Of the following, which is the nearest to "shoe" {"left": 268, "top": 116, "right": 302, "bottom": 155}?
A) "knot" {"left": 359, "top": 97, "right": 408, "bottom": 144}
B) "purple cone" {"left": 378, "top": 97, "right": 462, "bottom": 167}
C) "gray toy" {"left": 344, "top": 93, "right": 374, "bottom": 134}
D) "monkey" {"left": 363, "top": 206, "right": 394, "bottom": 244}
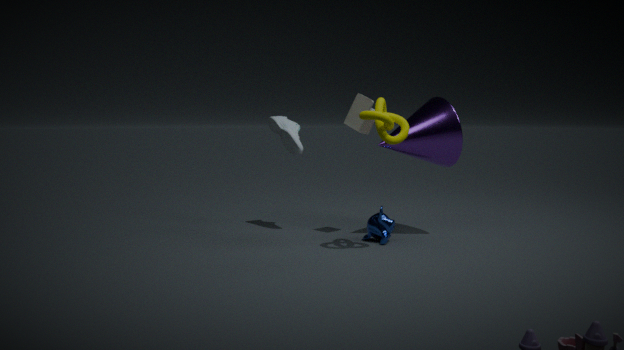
"gray toy" {"left": 344, "top": 93, "right": 374, "bottom": 134}
